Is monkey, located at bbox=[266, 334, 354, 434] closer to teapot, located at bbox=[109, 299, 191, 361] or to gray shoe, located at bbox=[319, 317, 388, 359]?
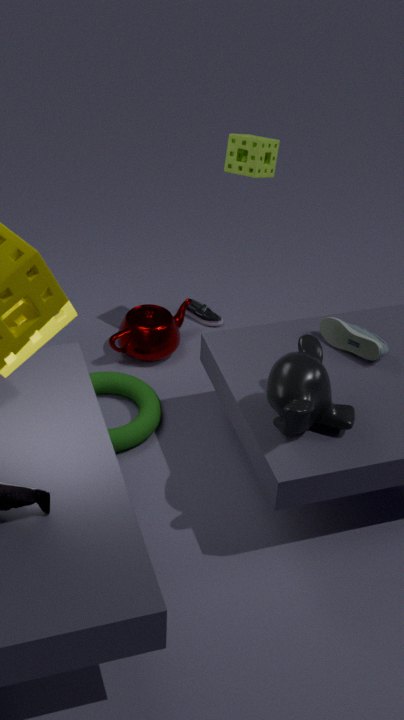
gray shoe, located at bbox=[319, 317, 388, 359]
